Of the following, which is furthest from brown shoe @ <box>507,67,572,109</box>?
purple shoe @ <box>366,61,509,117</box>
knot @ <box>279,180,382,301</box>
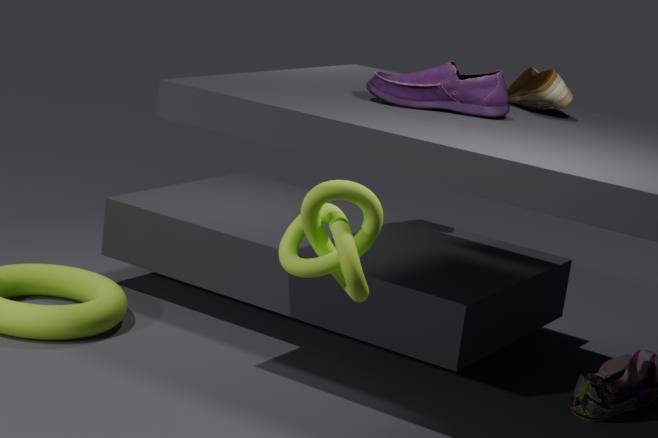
knot @ <box>279,180,382,301</box>
